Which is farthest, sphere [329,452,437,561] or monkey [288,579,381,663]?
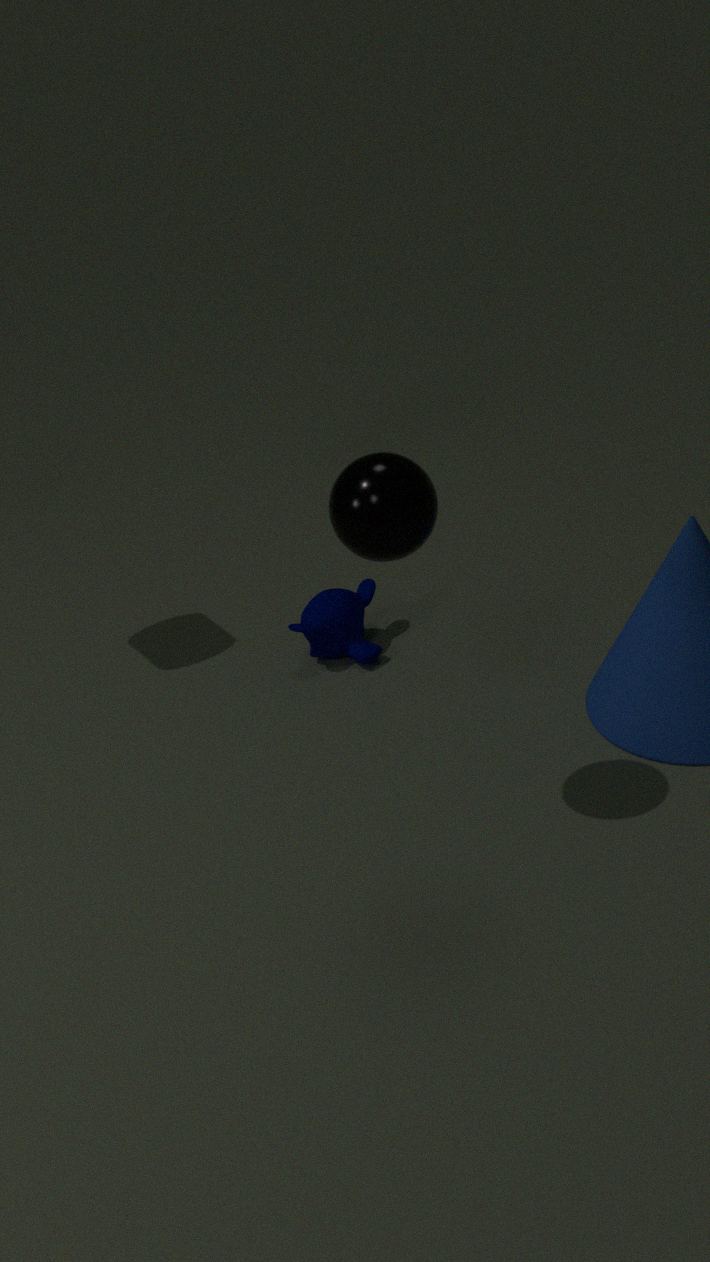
monkey [288,579,381,663]
